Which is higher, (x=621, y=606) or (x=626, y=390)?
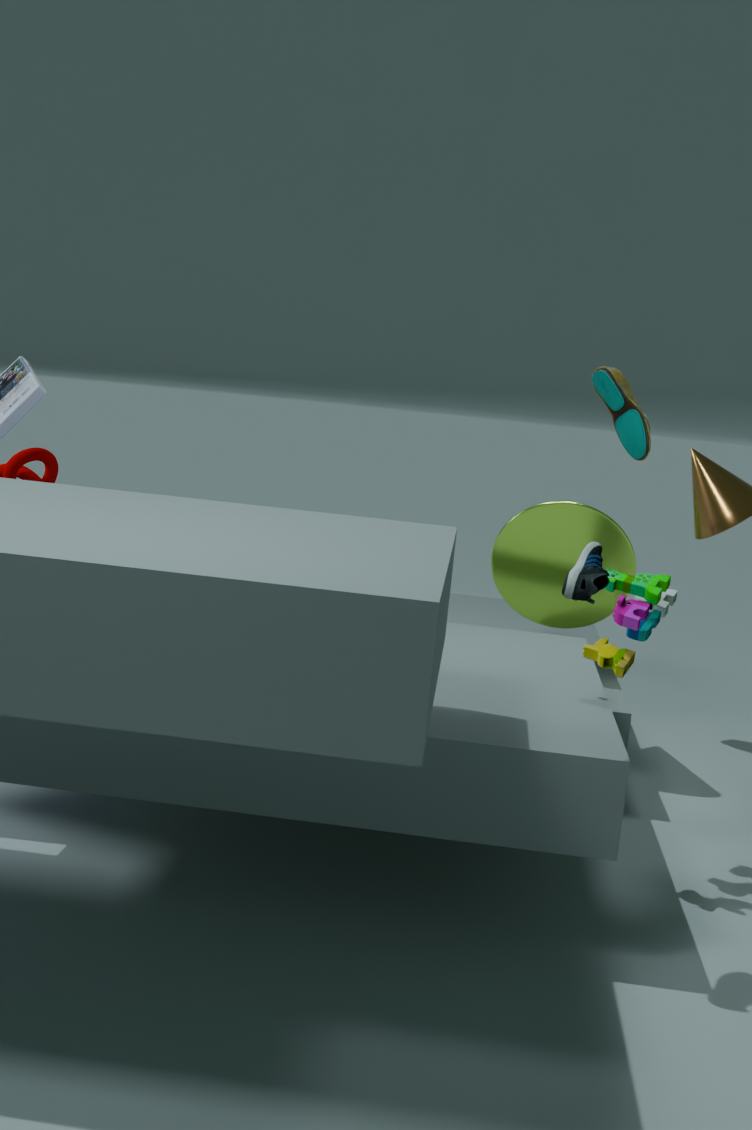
(x=626, y=390)
